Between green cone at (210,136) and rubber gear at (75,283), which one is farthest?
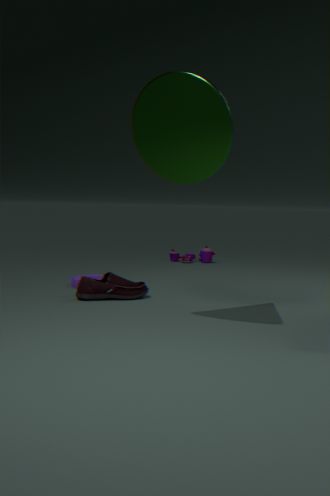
rubber gear at (75,283)
